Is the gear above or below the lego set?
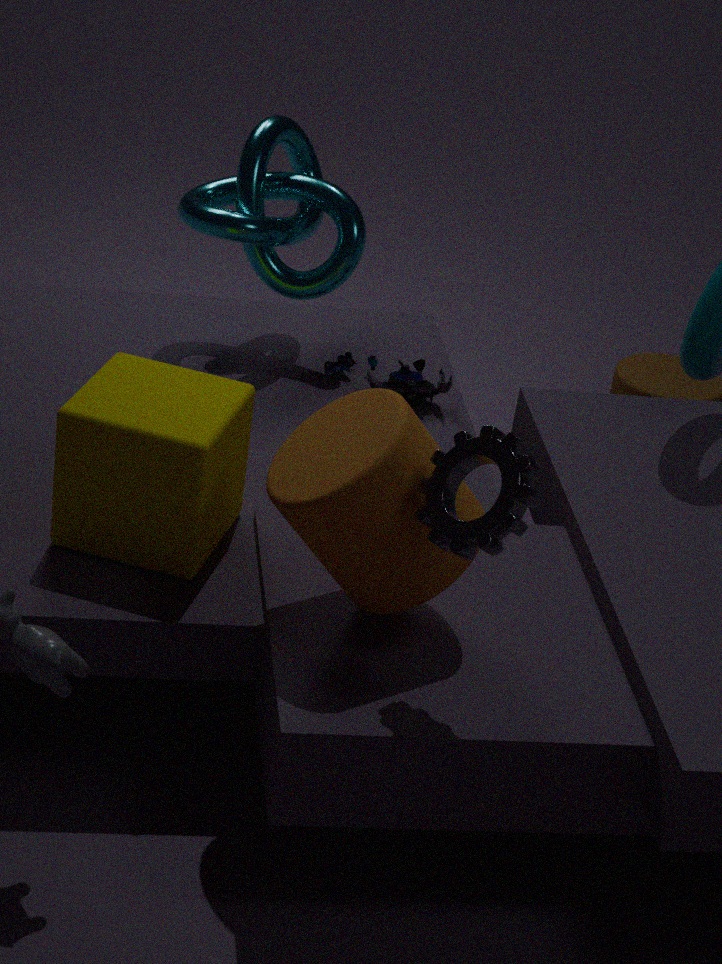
above
